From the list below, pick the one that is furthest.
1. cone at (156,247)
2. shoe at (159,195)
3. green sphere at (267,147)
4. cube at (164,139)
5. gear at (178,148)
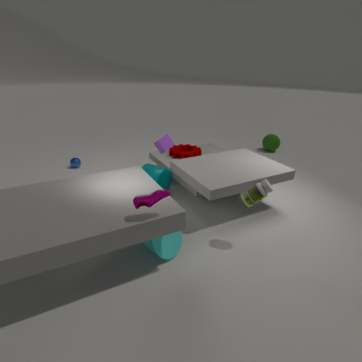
green sphere at (267,147)
